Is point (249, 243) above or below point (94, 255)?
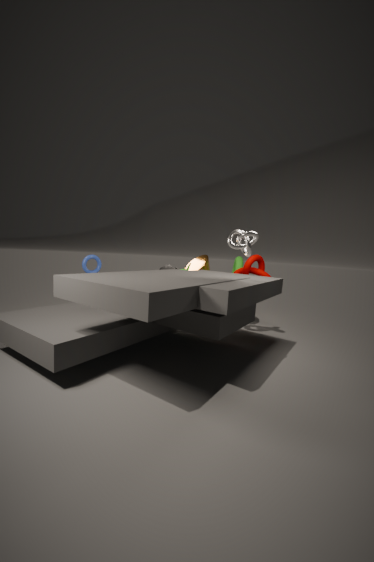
above
